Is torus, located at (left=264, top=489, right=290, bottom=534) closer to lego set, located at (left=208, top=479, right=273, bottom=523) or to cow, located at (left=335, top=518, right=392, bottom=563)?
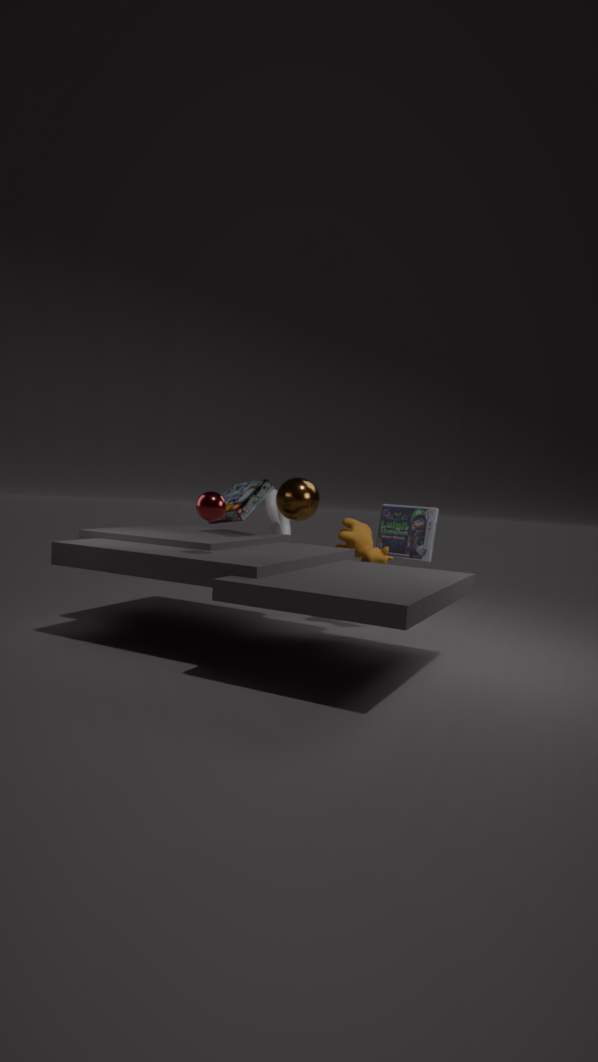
lego set, located at (left=208, top=479, right=273, bottom=523)
